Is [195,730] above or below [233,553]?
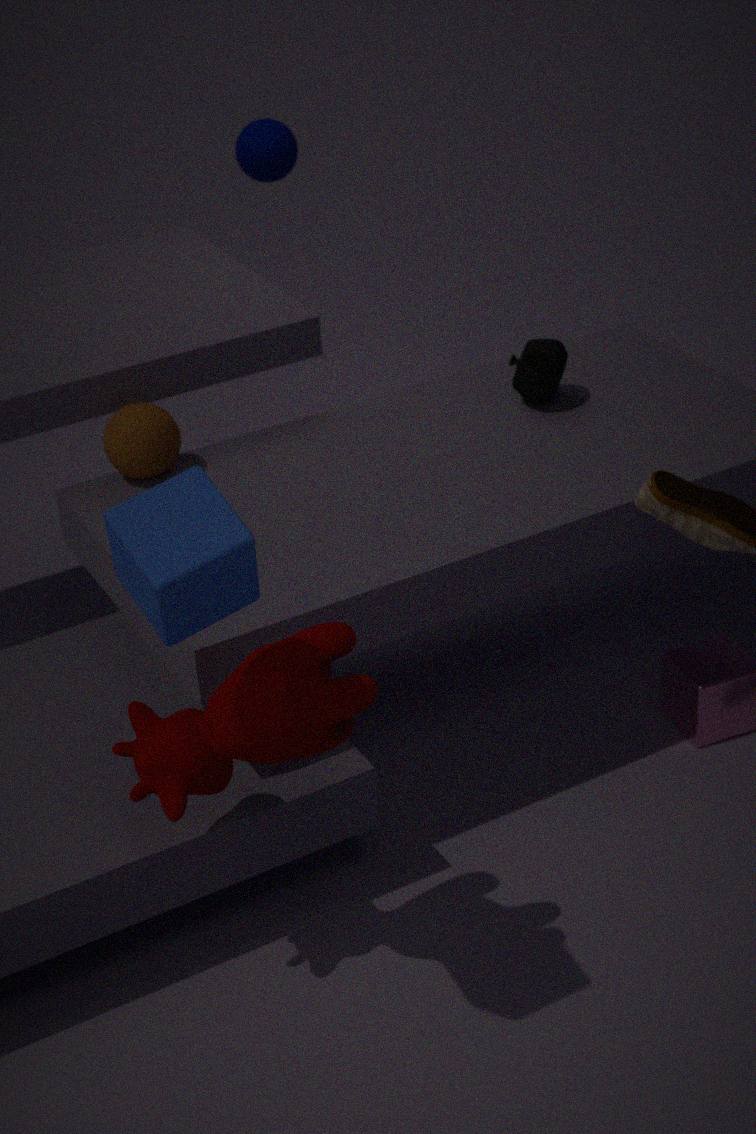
below
